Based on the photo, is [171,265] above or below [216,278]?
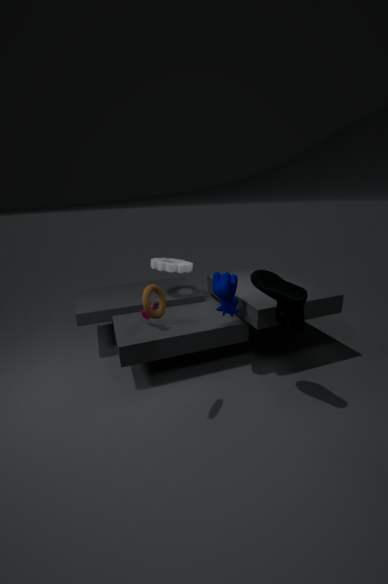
above
